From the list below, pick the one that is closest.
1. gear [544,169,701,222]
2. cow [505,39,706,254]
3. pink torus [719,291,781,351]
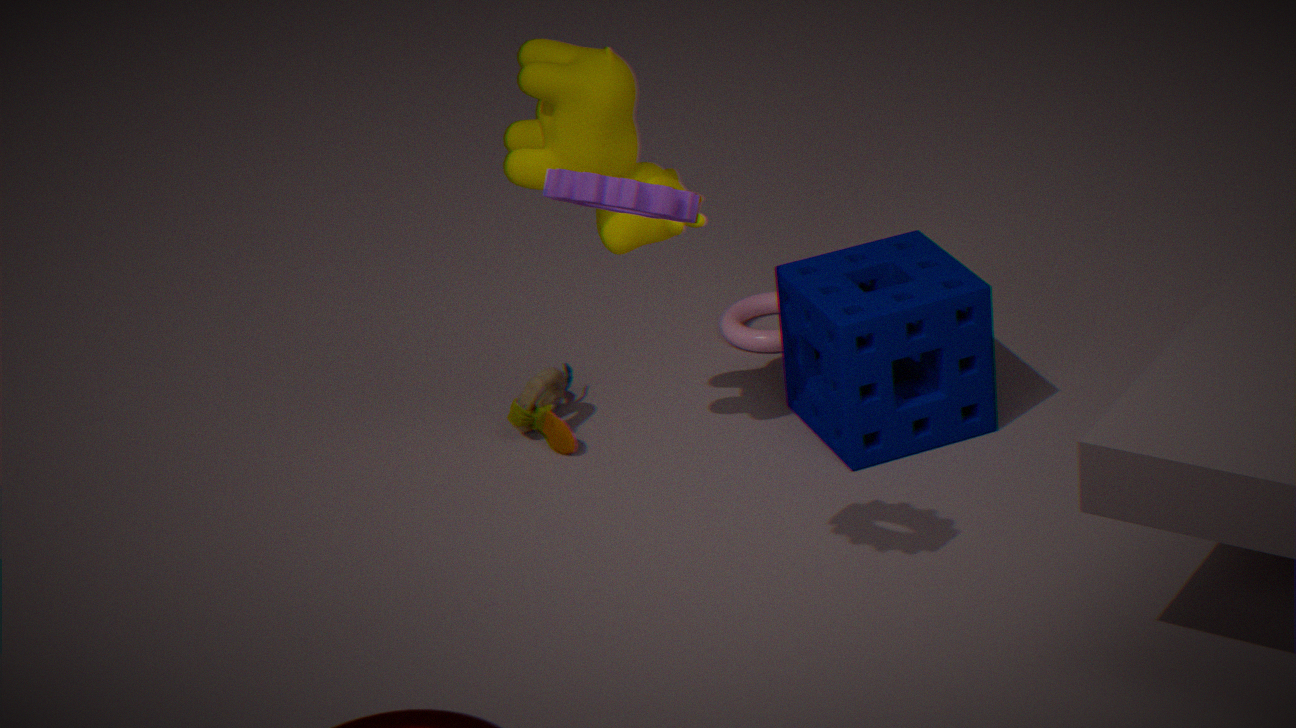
gear [544,169,701,222]
